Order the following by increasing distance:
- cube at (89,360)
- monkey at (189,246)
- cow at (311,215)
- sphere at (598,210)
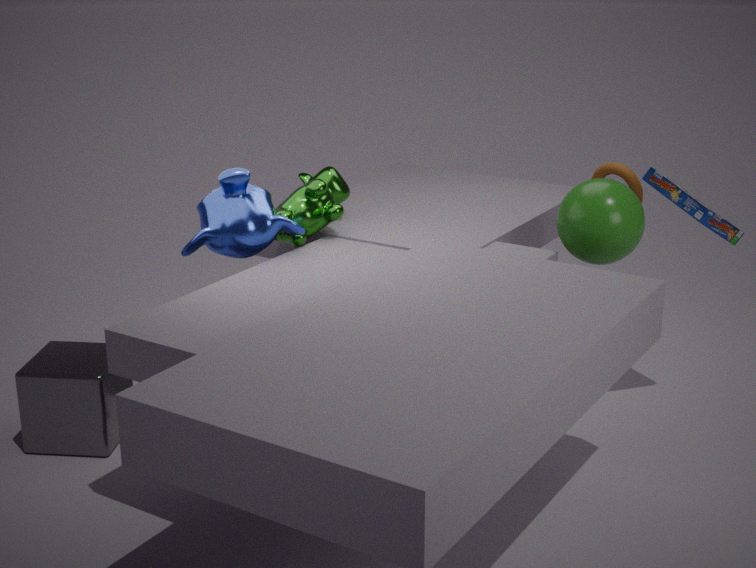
cube at (89,360) → monkey at (189,246) → sphere at (598,210) → cow at (311,215)
